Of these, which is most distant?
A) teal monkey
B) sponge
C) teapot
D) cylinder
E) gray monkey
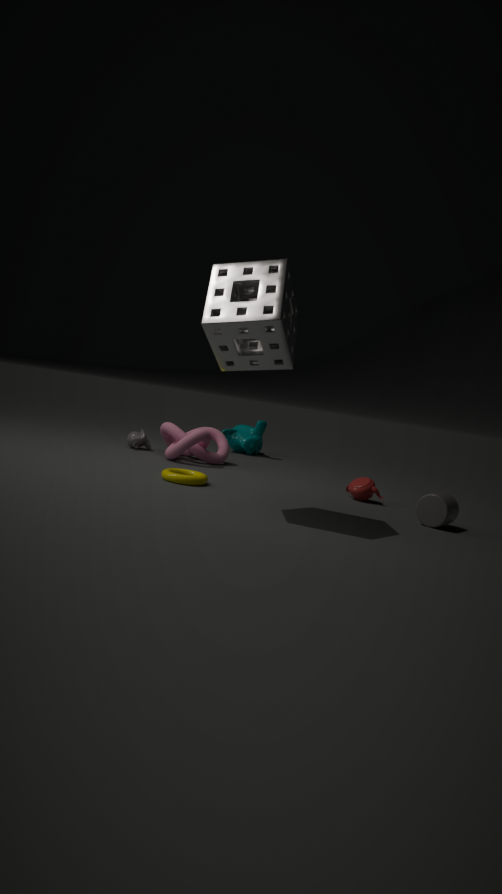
teal monkey
